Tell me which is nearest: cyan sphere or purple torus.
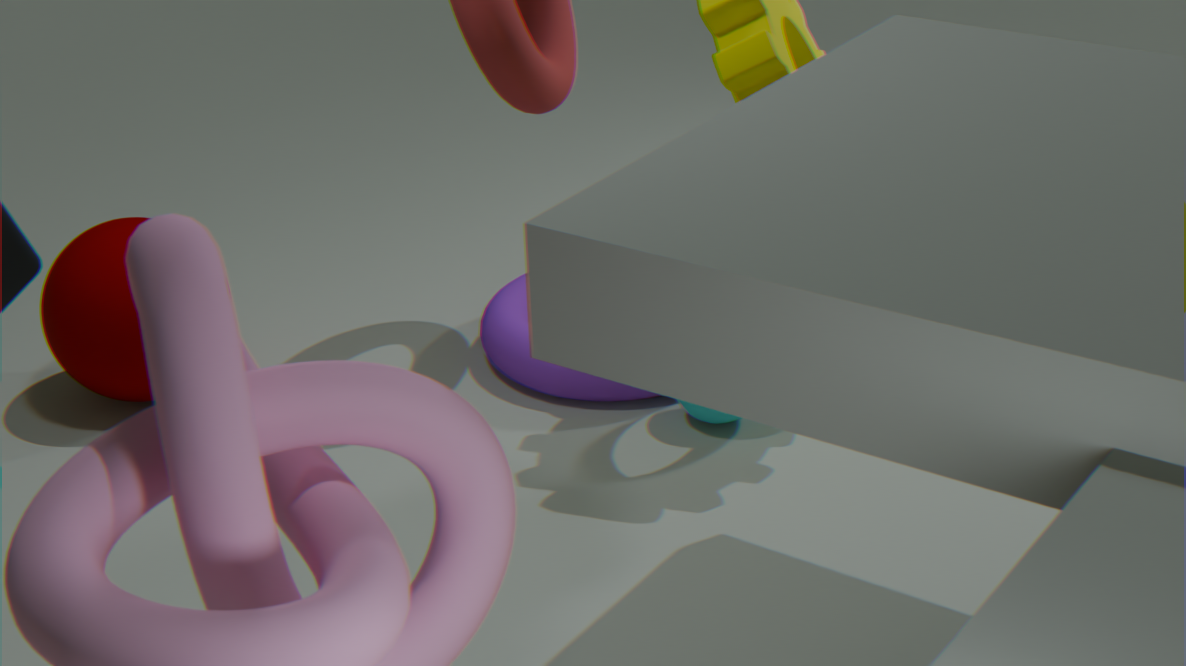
cyan sphere
